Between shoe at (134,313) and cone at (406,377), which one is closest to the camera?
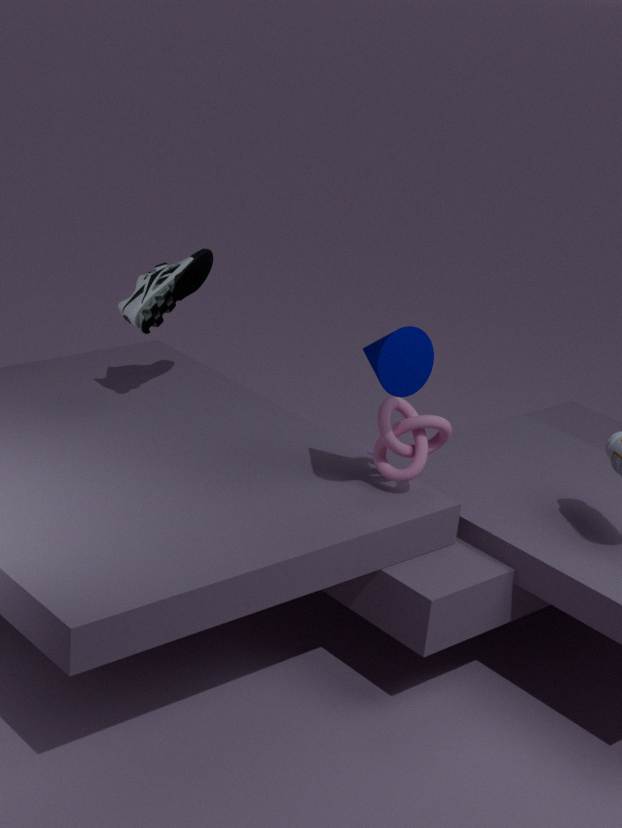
cone at (406,377)
